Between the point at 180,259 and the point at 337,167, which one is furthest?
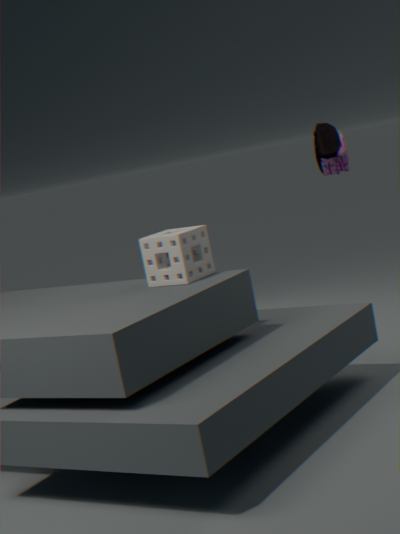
the point at 337,167
